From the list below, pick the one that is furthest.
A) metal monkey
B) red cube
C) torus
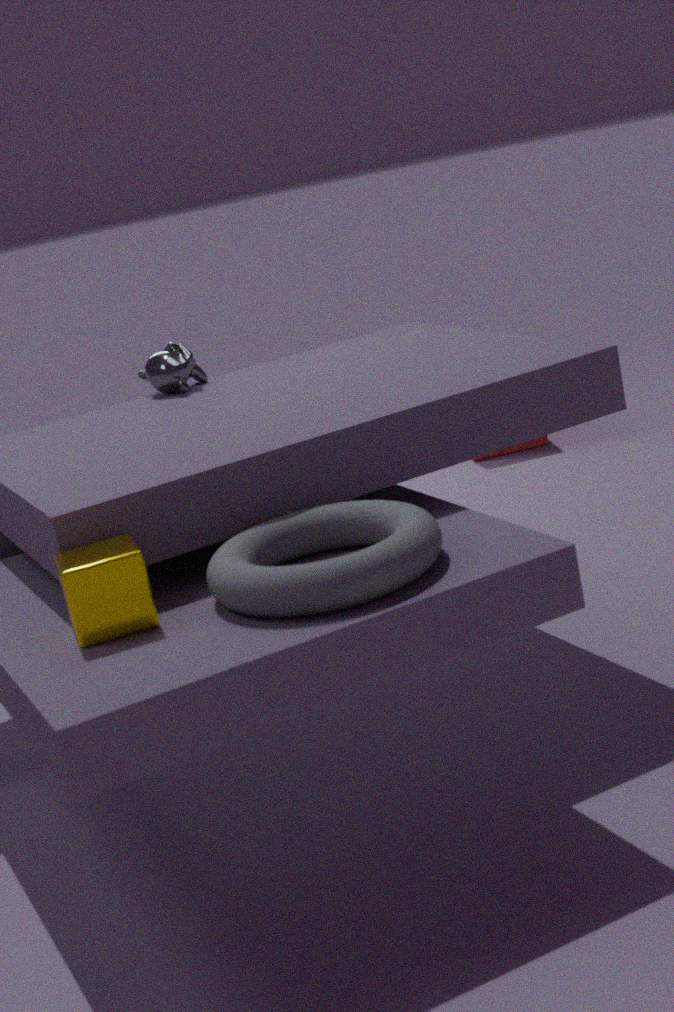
red cube
